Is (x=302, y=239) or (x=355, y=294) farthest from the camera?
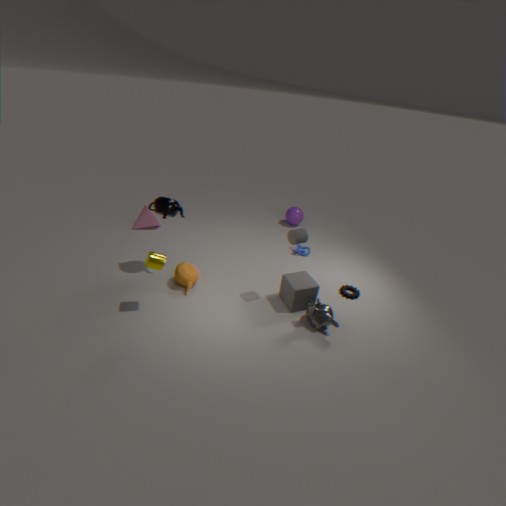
(x=355, y=294)
